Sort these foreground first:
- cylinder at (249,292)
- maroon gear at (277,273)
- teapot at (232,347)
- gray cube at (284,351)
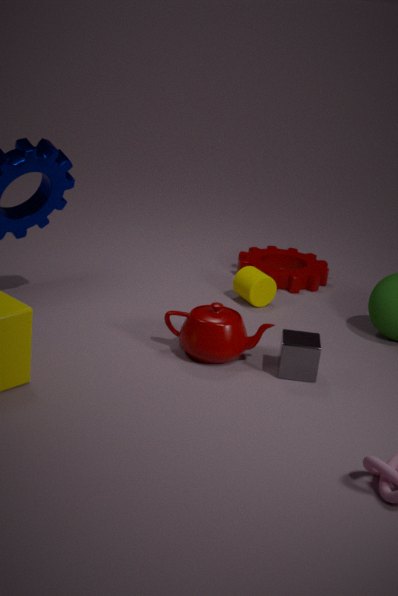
1. gray cube at (284,351)
2. teapot at (232,347)
3. cylinder at (249,292)
4. maroon gear at (277,273)
